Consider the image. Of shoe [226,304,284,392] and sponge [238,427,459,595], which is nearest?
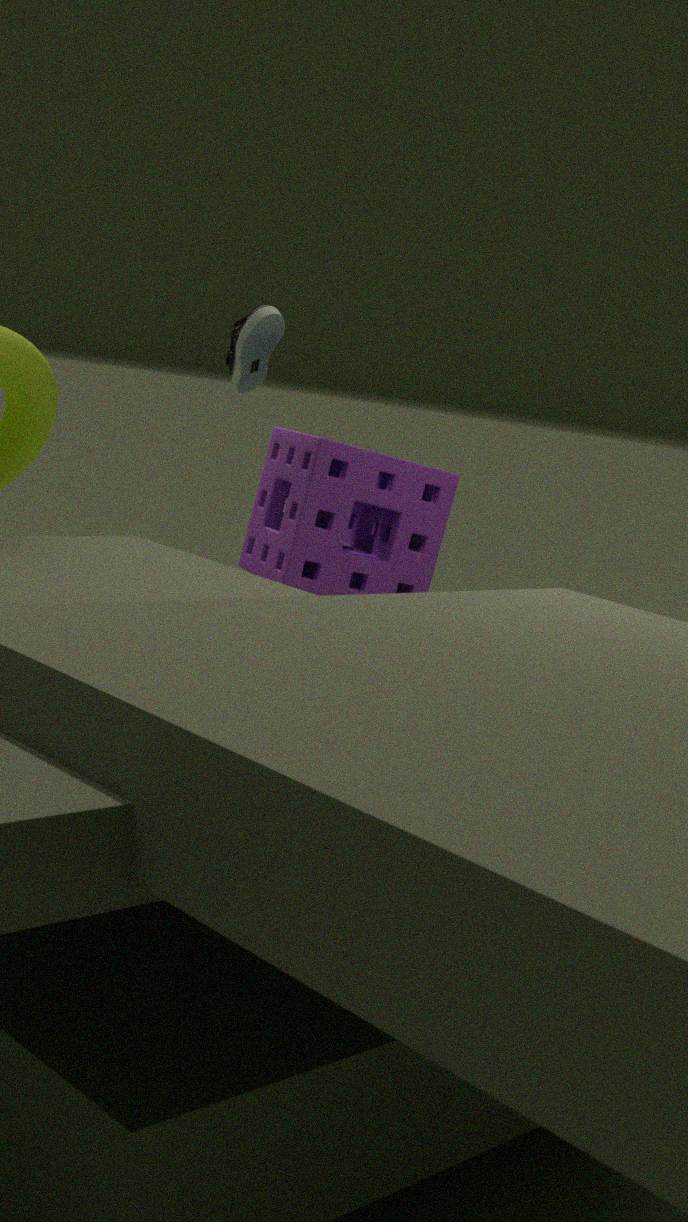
shoe [226,304,284,392]
